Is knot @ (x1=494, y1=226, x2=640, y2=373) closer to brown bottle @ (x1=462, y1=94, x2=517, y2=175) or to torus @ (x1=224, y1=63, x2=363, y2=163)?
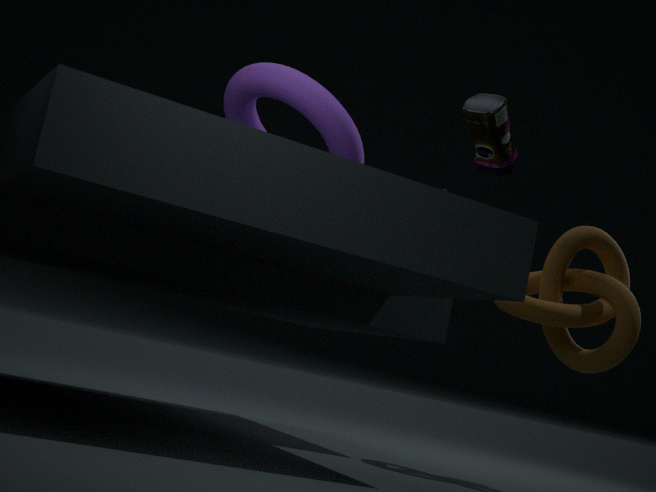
brown bottle @ (x1=462, y1=94, x2=517, y2=175)
